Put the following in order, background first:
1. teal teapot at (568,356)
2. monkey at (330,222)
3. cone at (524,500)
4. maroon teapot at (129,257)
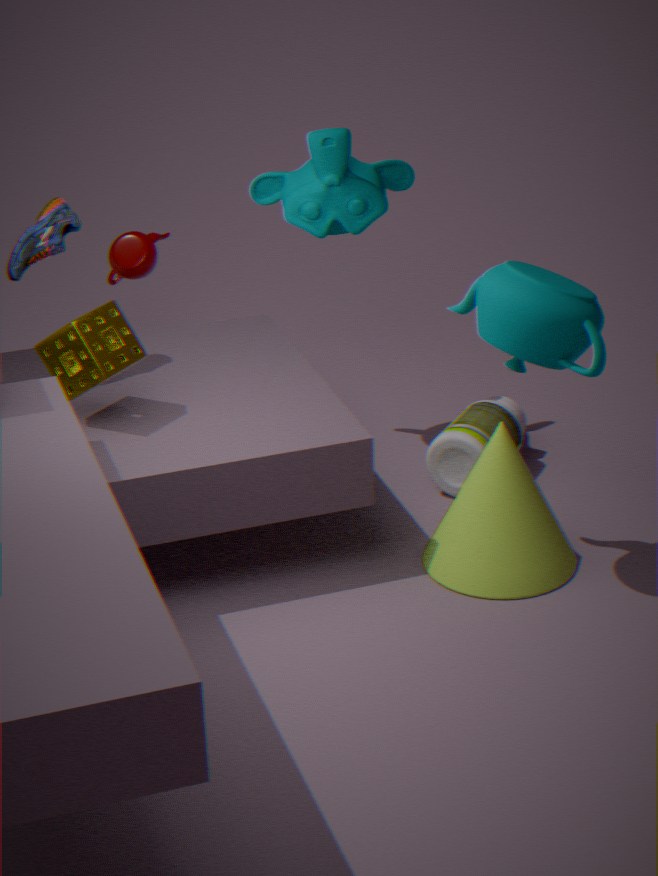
maroon teapot at (129,257), monkey at (330,222), cone at (524,500), teal teapot at (568,356)
